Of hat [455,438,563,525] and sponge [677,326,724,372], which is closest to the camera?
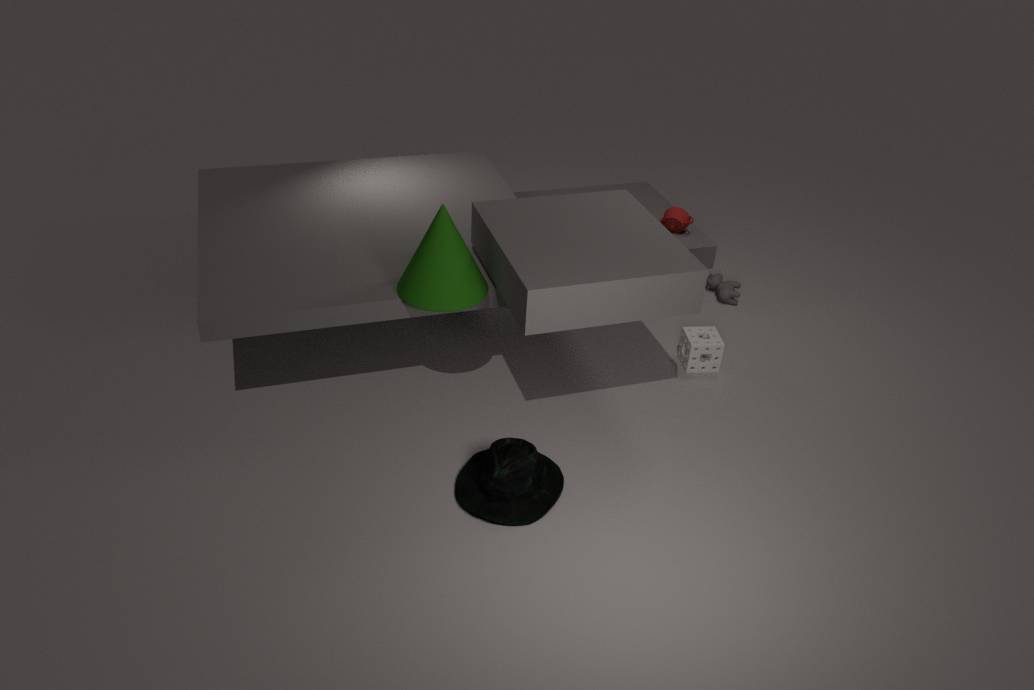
Result: hat [455,438,563,525]
